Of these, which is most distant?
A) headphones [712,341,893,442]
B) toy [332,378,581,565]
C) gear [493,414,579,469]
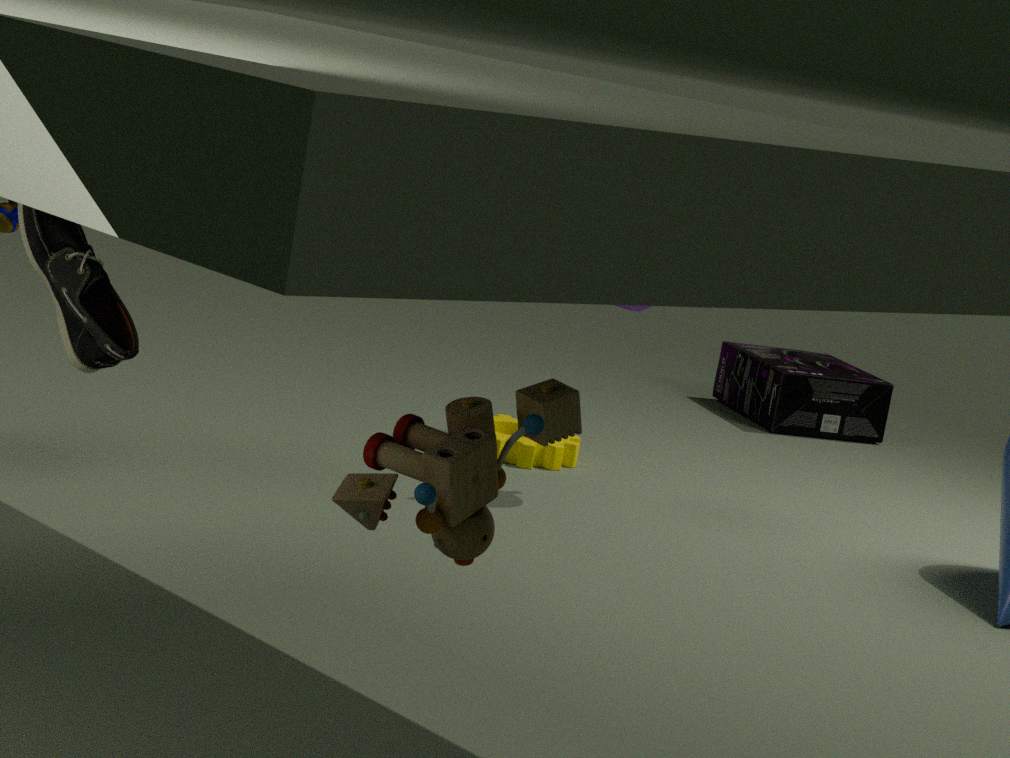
headphones [712,341,893,442]
